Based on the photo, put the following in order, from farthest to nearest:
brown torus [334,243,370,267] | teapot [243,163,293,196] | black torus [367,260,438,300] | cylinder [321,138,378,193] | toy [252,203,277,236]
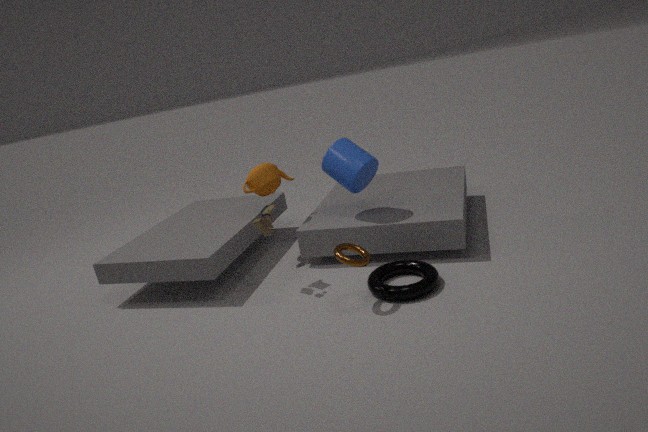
teapot [243,163,293,196], cylinder [321,138,378,193], toy [252,203,277,236], black torus [367,260,438,300], brown torus [334,243,370,267]
